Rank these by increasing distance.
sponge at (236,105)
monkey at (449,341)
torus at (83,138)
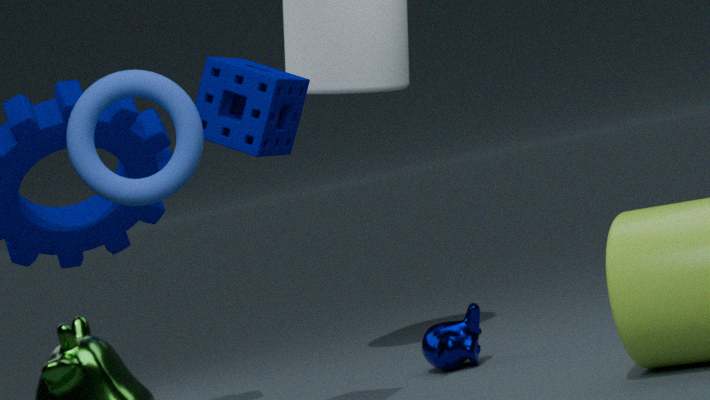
Result: 1. torus at (83,138)
2. sponge at (236,105)
3. monkey at (449,341)
